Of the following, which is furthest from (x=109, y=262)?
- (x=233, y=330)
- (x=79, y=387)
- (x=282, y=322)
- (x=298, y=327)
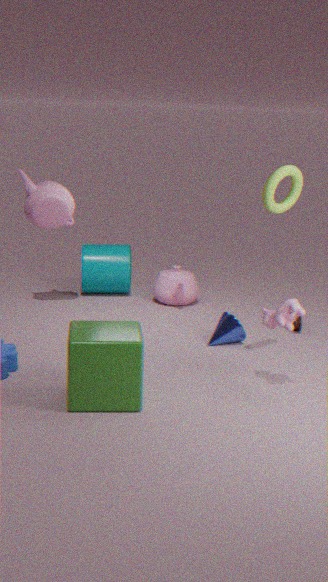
(x=282, y=322)
